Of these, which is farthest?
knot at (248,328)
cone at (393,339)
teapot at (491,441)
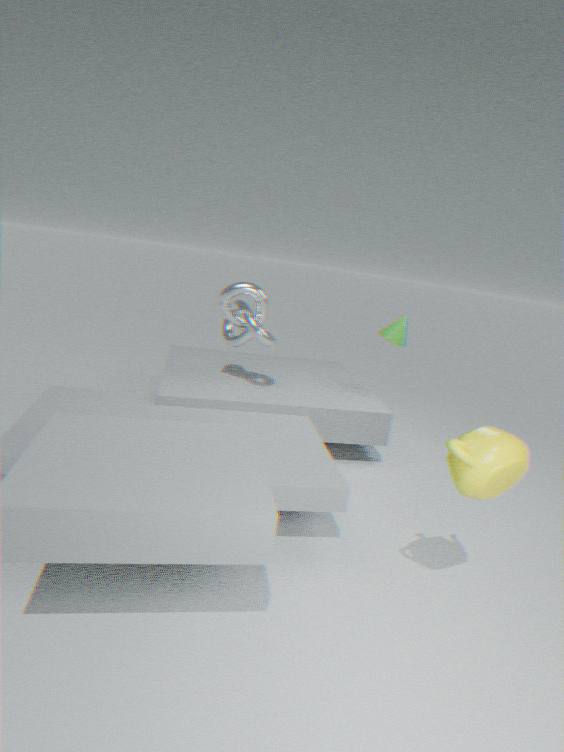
cone at (393,339)
